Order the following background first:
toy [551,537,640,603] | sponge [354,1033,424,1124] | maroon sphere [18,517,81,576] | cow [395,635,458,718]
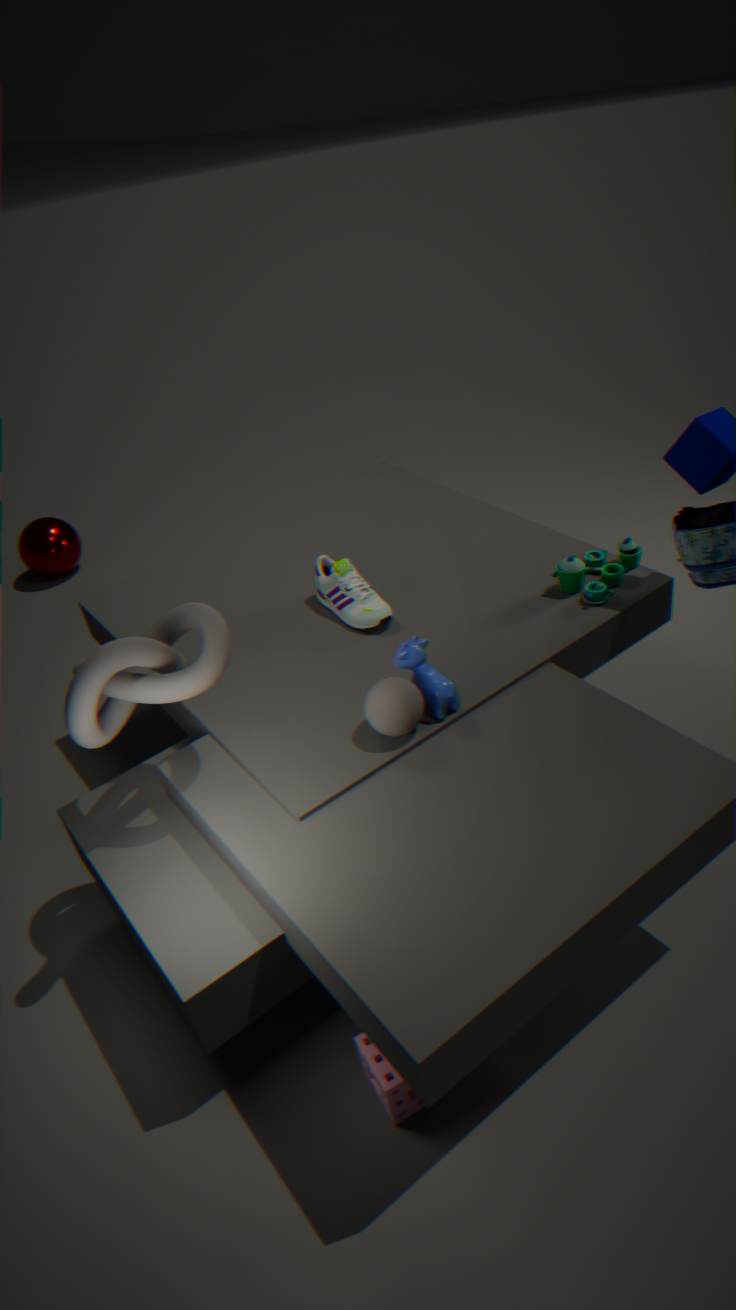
maroon sphere [18,517,81,576] → toy [551,537,640,603] → cow [395,635,458,718] → sponge [354,1033,424,1124]
